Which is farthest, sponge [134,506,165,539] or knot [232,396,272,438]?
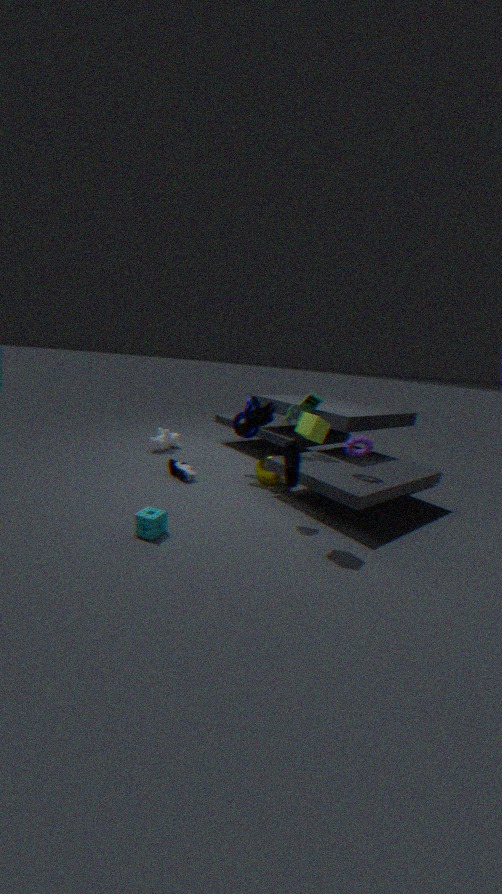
knot [232,396,272,438]
